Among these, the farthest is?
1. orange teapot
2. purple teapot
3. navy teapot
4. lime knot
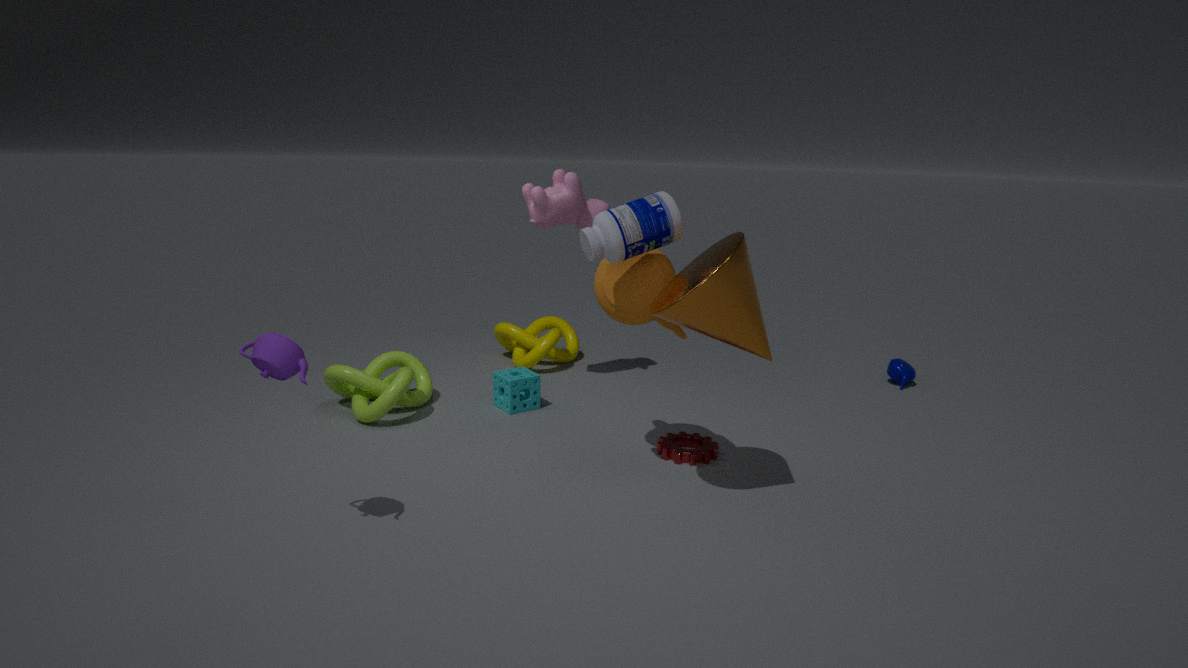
navy teapot
